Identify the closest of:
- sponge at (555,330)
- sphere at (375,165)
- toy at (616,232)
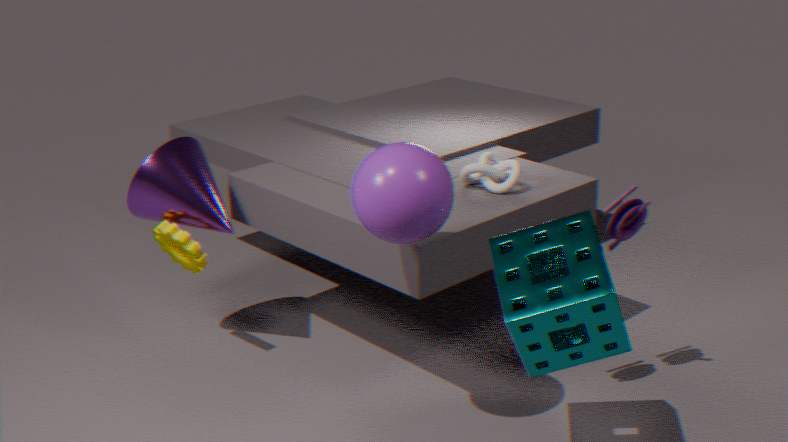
sponge at (555,330)
